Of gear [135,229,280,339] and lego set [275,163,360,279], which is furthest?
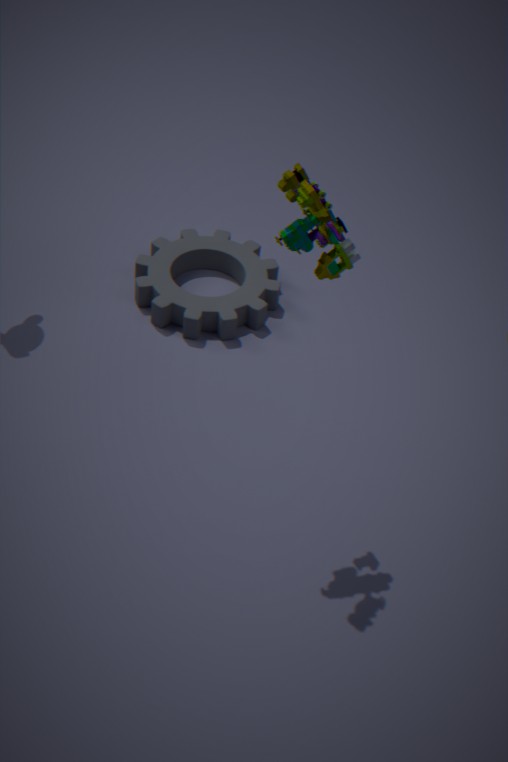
gear [135,229,280,339]
